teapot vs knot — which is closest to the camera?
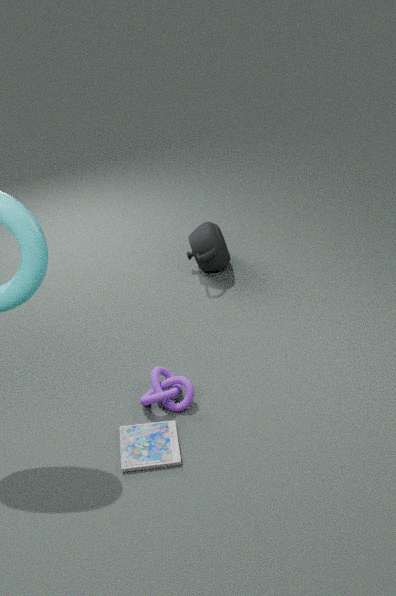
knot
